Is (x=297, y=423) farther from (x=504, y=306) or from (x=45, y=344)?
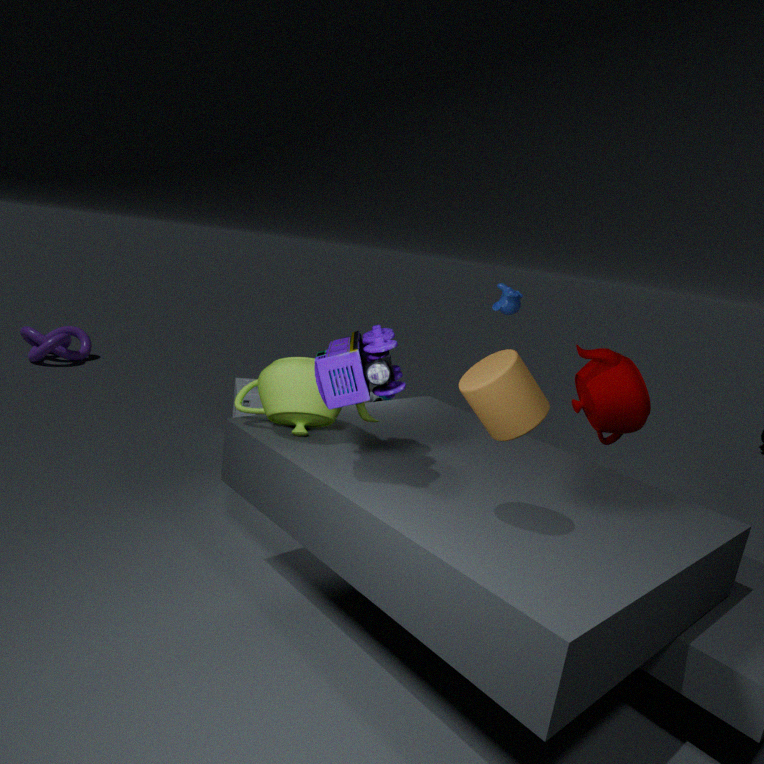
(x=45, y=344)
